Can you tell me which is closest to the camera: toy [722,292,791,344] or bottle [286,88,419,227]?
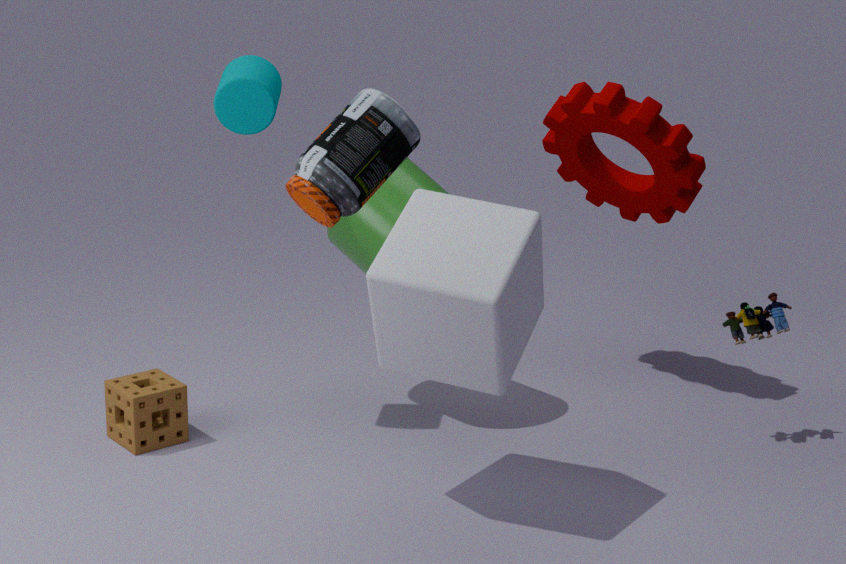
bottle [286,88,419,227]
